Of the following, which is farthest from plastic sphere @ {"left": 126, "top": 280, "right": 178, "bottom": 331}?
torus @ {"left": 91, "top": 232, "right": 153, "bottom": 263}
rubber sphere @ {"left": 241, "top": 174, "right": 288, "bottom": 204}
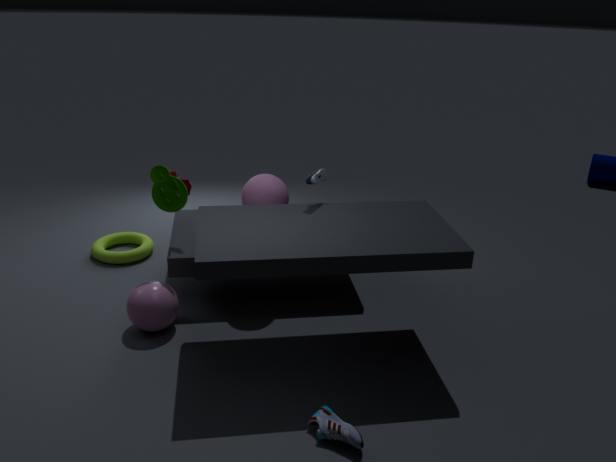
torus @ {"left": 91, "top": 232, "right": 153, "bottom": 263}
